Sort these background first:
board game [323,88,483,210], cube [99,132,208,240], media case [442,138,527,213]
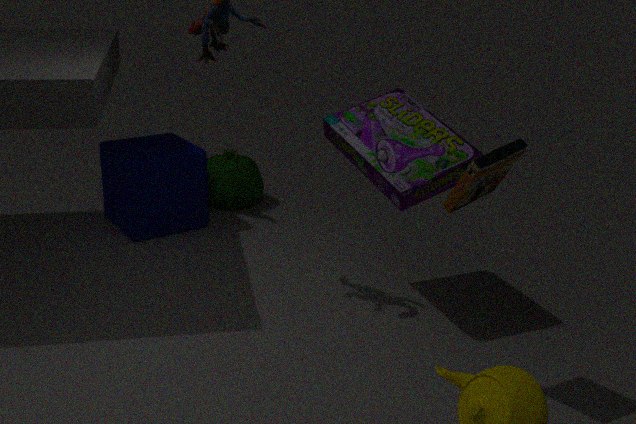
cube [99,132,208,240] → board game [323,88,483,210] → media case [442,138,527,213]
